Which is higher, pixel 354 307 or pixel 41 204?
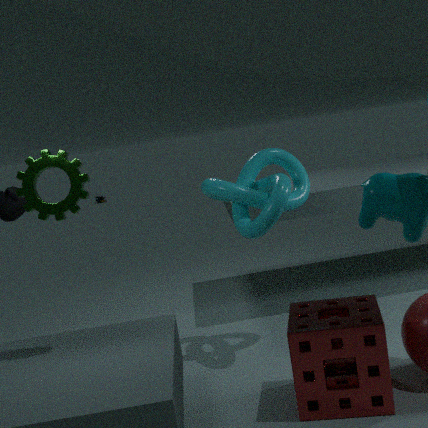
pixel 41 204
